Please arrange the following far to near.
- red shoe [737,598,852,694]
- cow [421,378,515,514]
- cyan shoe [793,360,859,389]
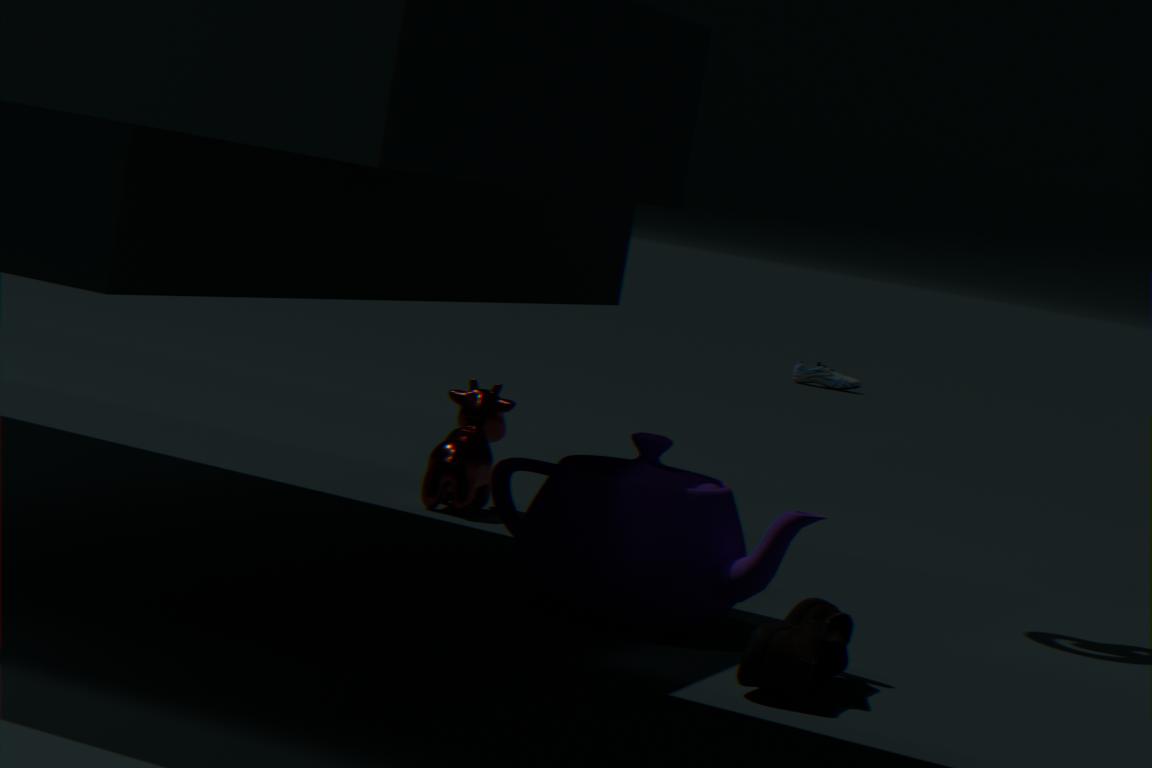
cyan shoe [793,360,859,389] → cow [421,378,515,514] → red shoe [737,598,852,694]
